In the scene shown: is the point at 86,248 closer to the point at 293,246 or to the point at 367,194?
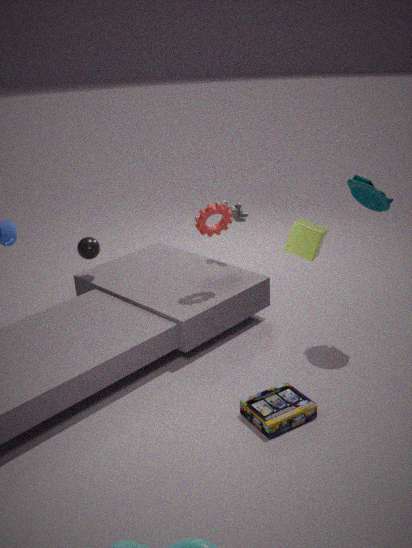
the point at 293,246
